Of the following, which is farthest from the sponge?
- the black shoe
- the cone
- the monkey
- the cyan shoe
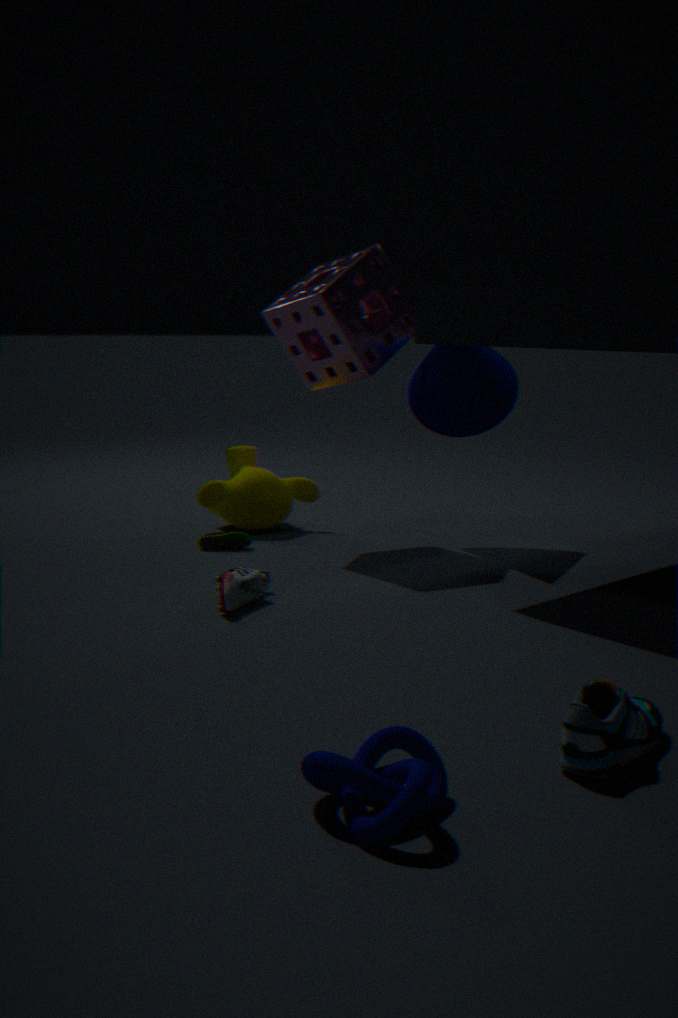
the cyan shoe
